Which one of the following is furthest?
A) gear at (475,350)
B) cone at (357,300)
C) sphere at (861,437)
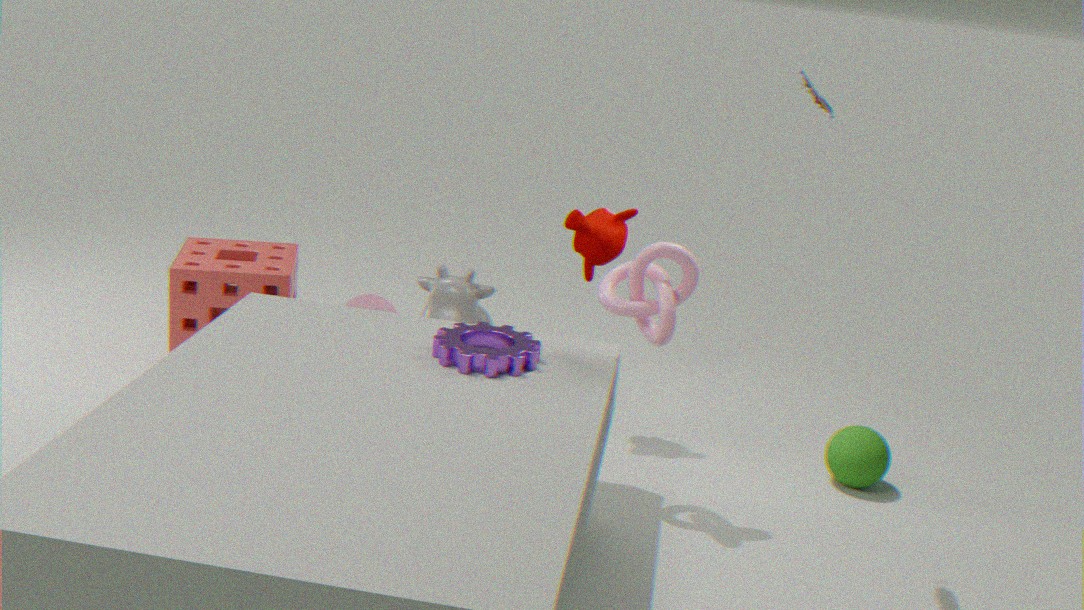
cone at (357,300)
